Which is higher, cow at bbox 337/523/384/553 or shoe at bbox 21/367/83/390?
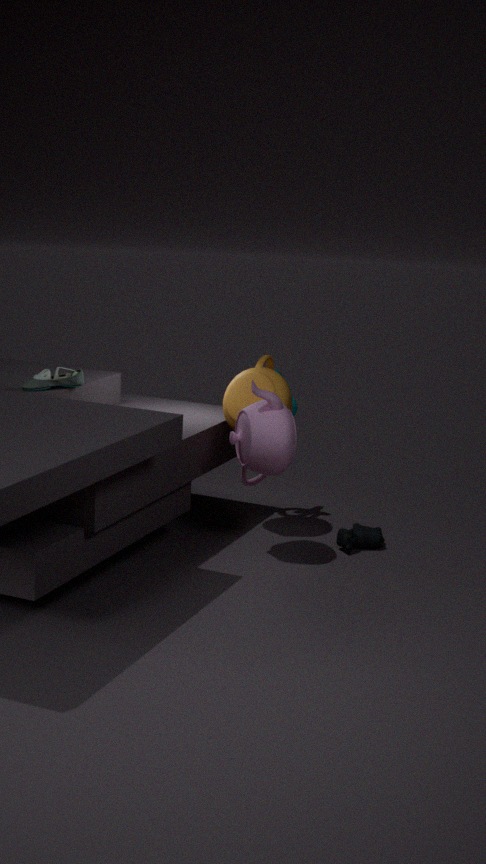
shoe at bbox 21/367/83/390
